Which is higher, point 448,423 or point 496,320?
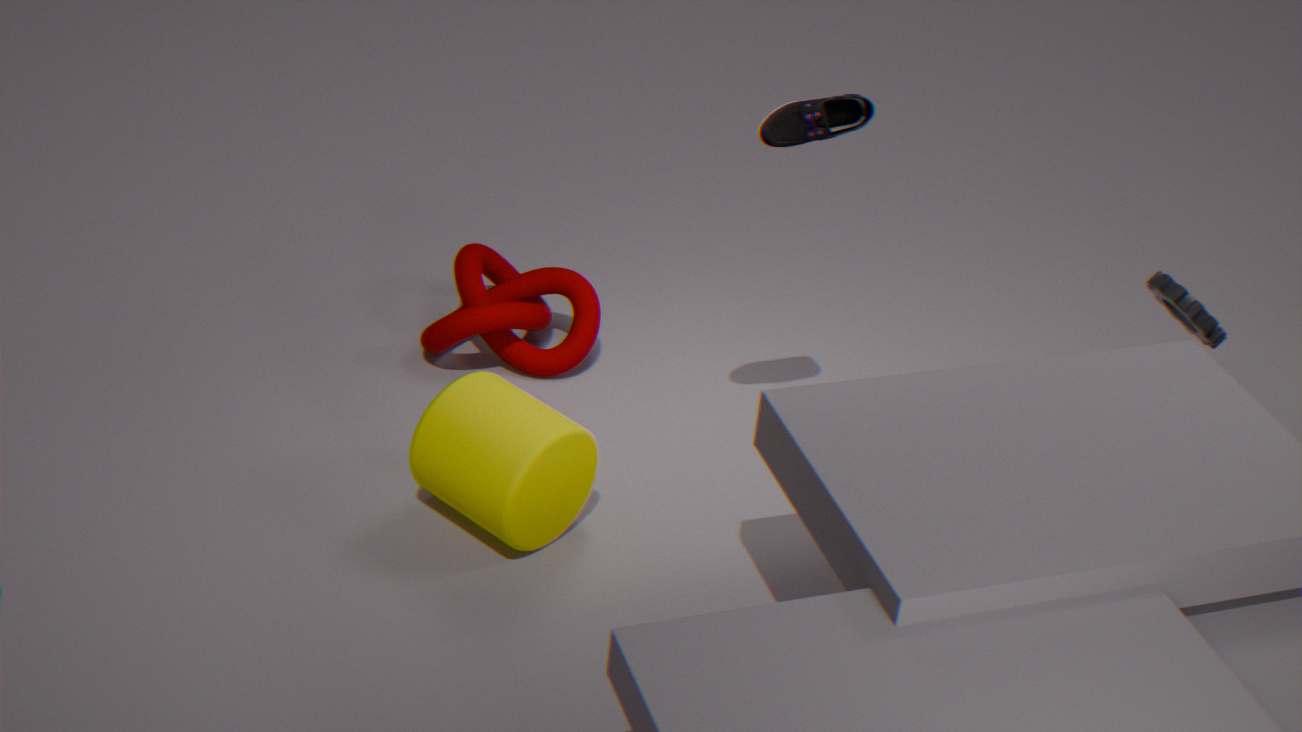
point 448,423
